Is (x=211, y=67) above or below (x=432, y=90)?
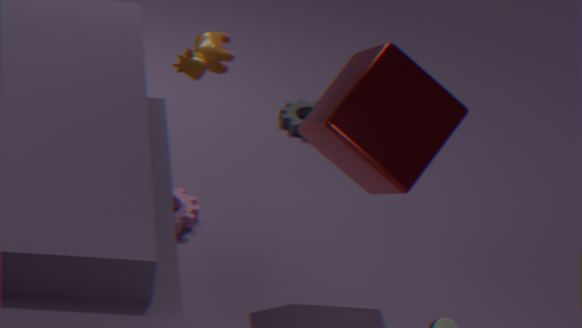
below
